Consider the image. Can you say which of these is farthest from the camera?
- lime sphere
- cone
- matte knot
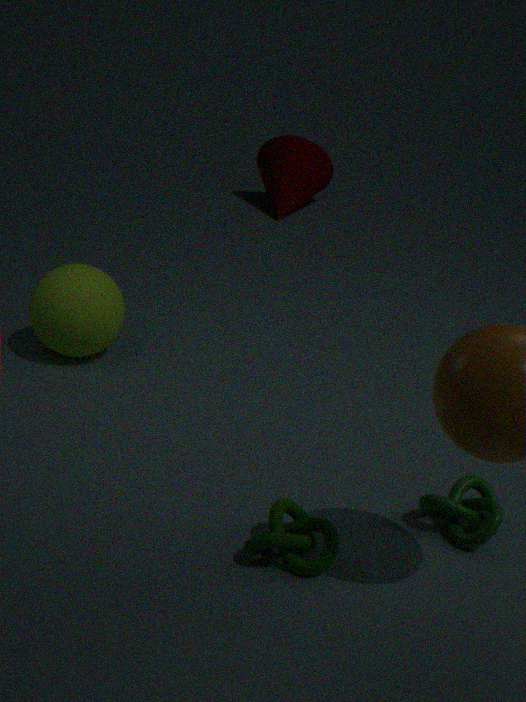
cone
